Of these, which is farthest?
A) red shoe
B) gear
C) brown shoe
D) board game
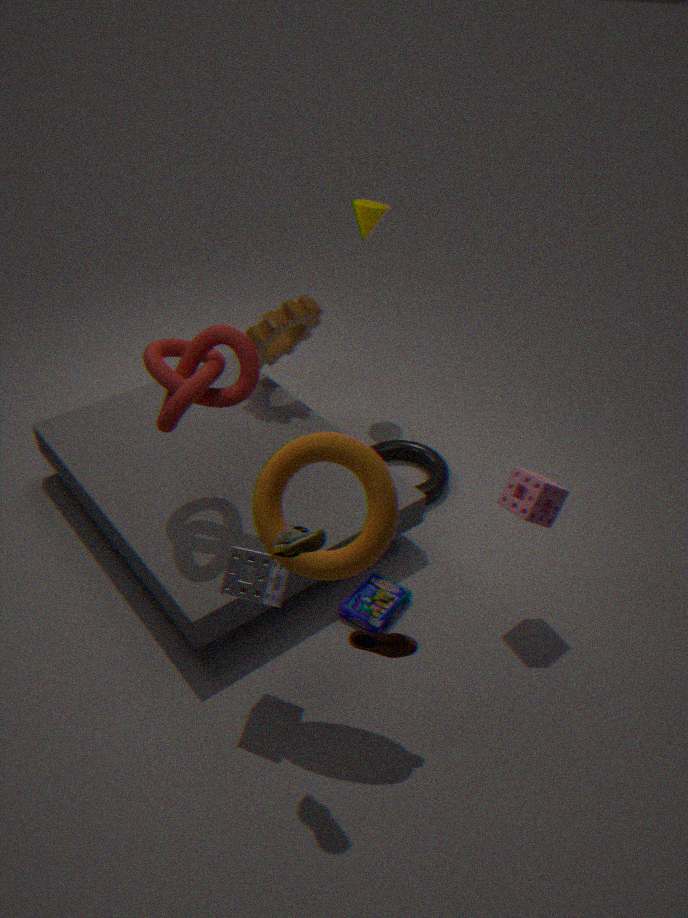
gear
